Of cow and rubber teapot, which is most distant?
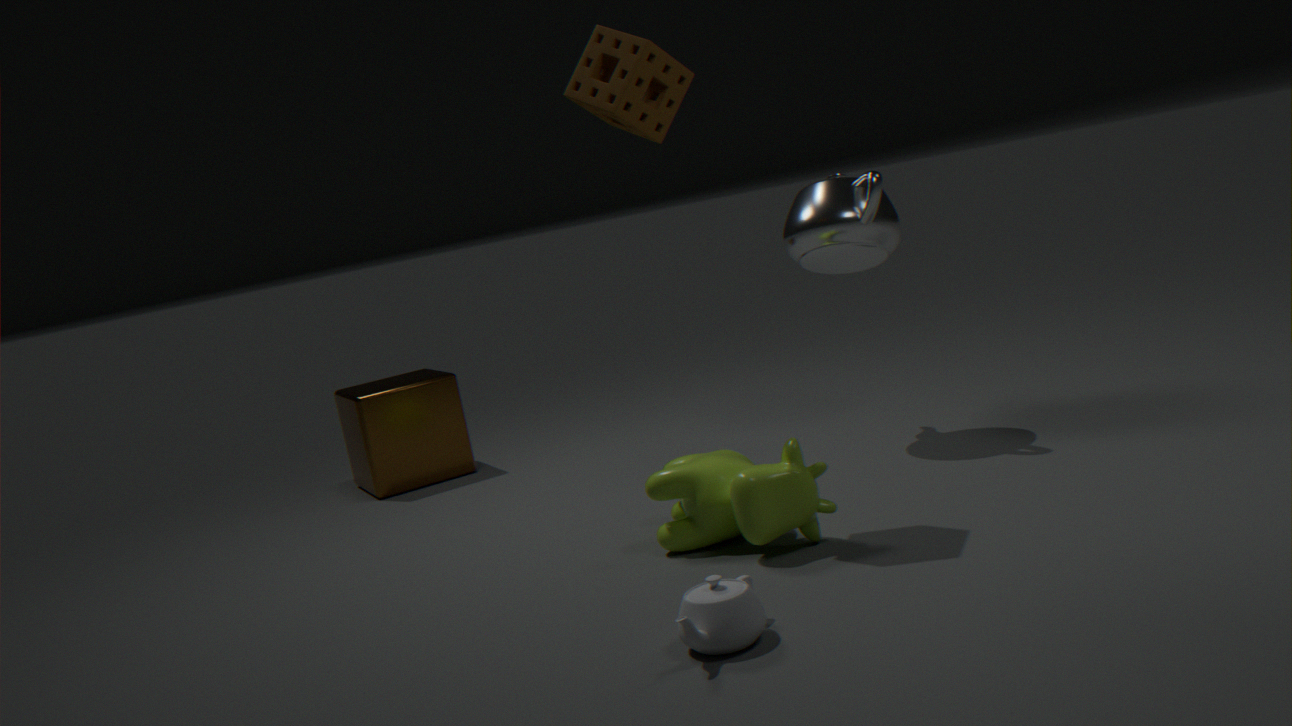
cow
